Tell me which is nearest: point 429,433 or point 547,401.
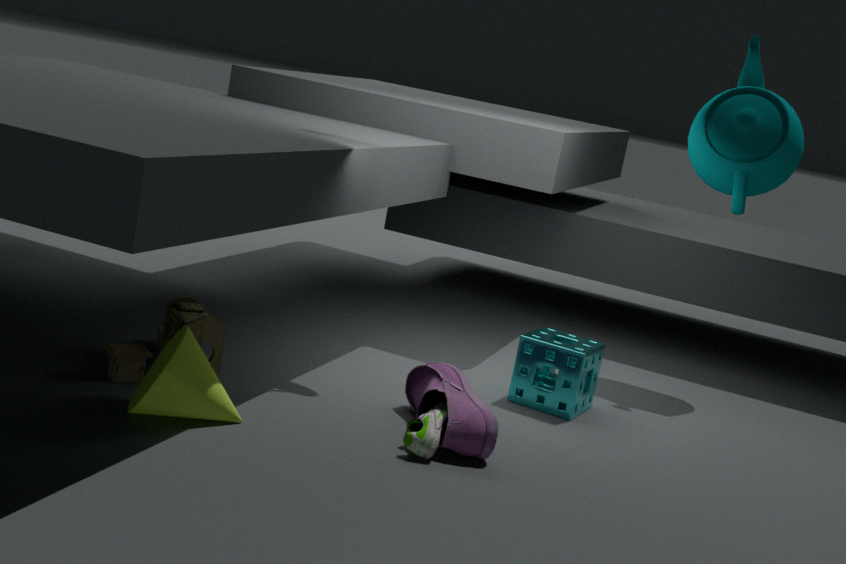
point 429,433
